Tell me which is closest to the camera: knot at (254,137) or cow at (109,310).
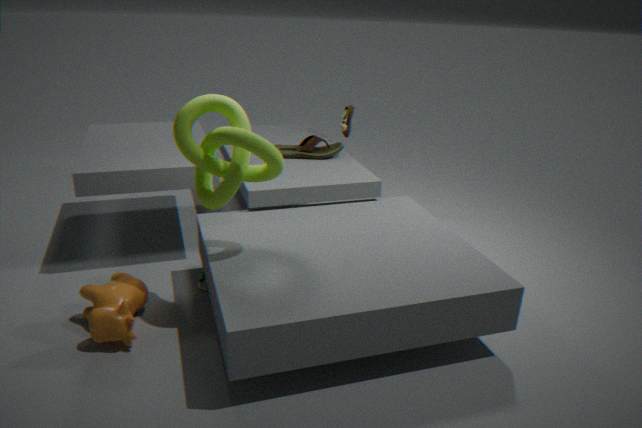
knot at (254,137)
